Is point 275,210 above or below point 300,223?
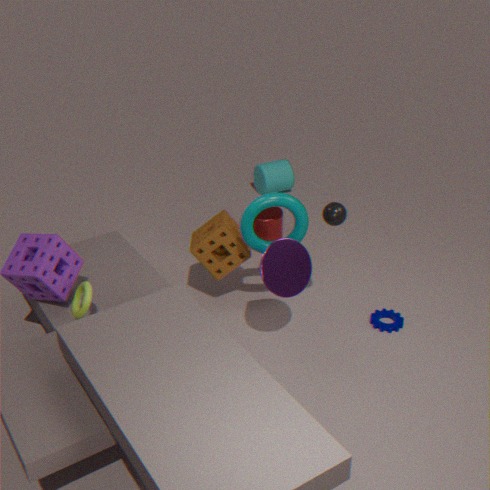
below
